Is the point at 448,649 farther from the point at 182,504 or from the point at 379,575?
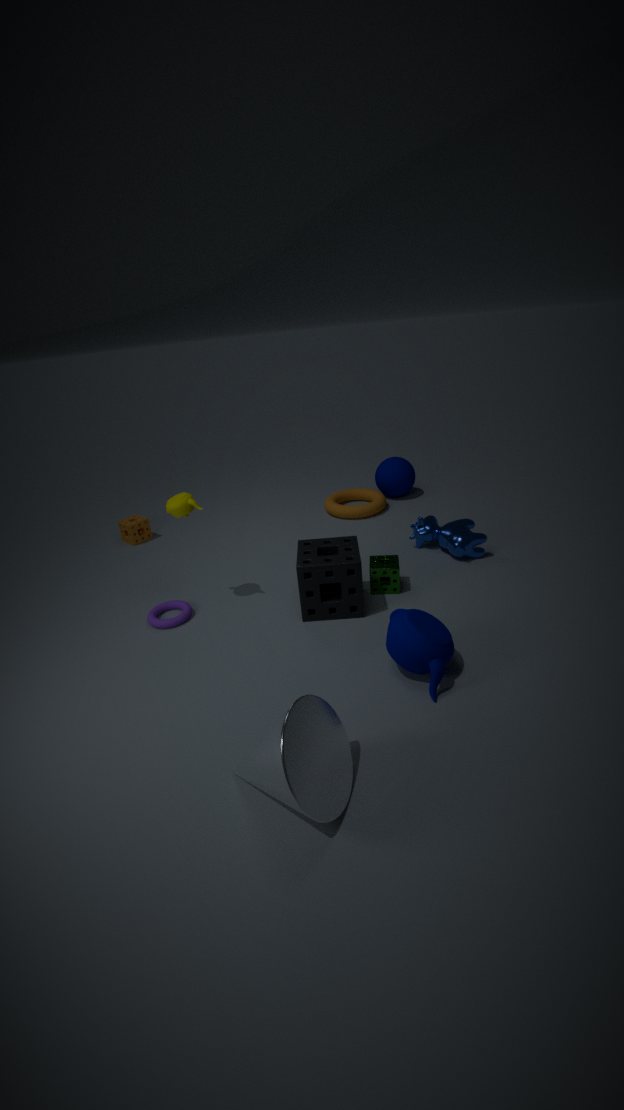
the point at 182,504
